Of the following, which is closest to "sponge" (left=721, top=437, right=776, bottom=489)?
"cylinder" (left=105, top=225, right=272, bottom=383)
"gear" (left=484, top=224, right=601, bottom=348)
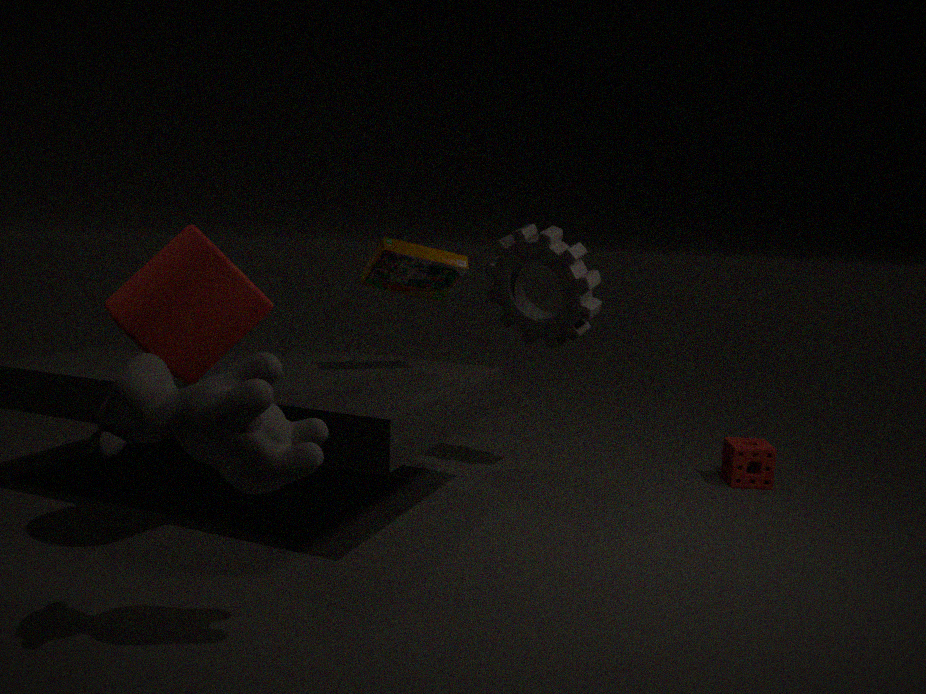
"gear" (left=484, top=224, right=601, bottom=348)
